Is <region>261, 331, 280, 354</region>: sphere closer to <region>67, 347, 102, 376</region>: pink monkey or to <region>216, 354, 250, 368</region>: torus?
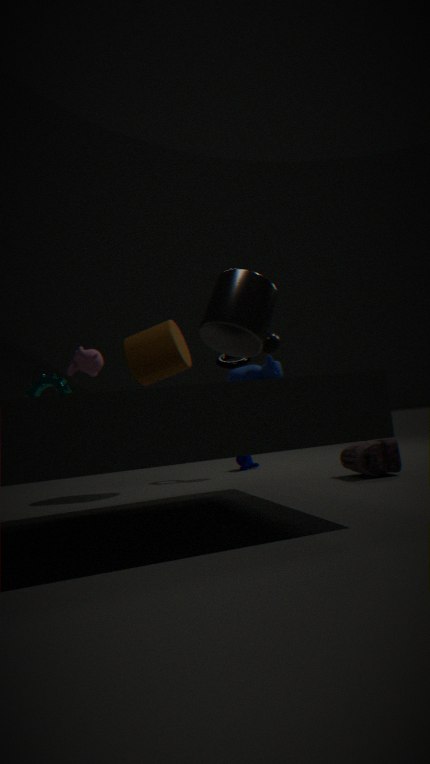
<region>216, 354, 250, 368</region>: torus
